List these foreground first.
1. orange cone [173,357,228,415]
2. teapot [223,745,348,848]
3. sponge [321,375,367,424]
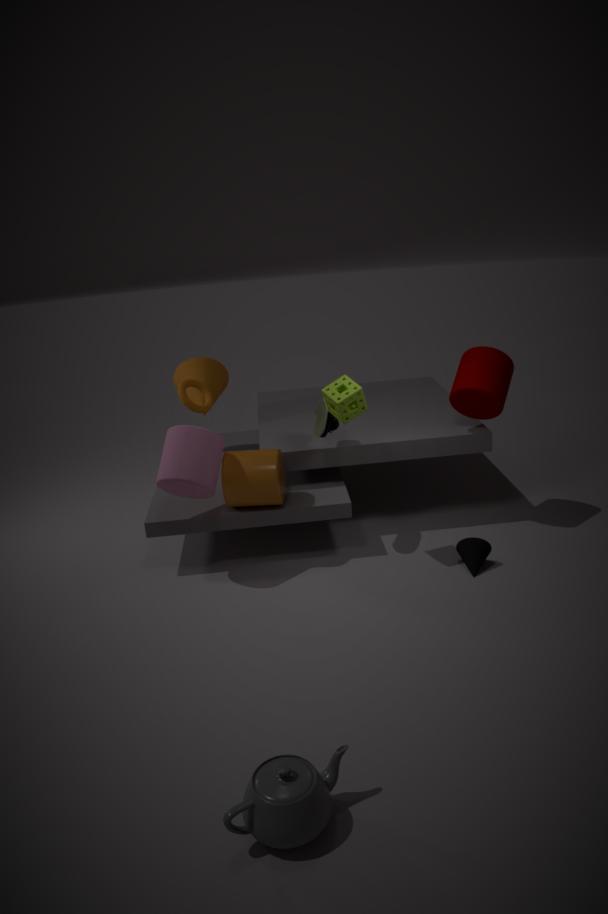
teapot [223,745,348,848]
sponge [321,375,367,424]
orange cone [173,357,228,415]
